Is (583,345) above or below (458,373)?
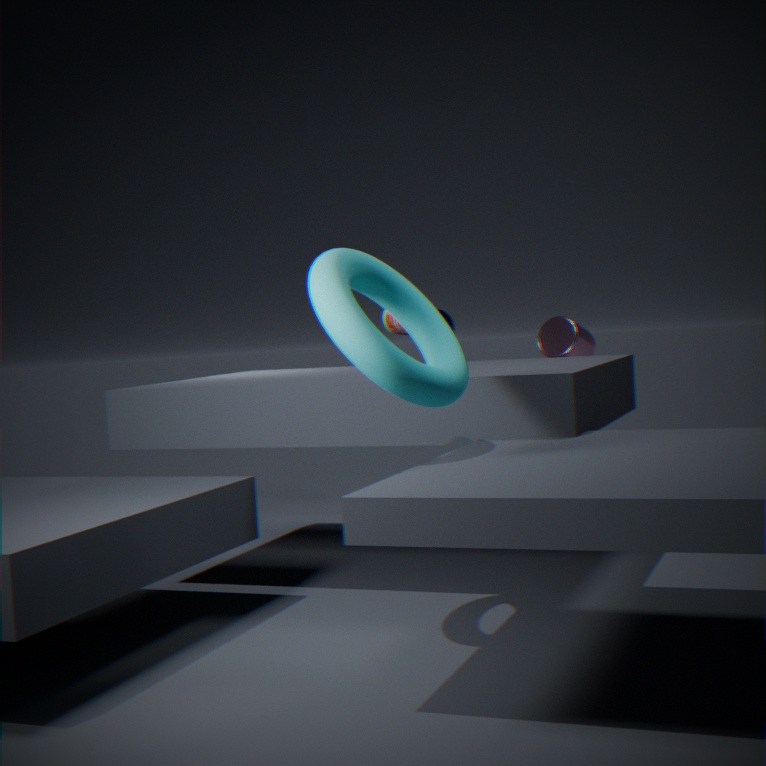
below
